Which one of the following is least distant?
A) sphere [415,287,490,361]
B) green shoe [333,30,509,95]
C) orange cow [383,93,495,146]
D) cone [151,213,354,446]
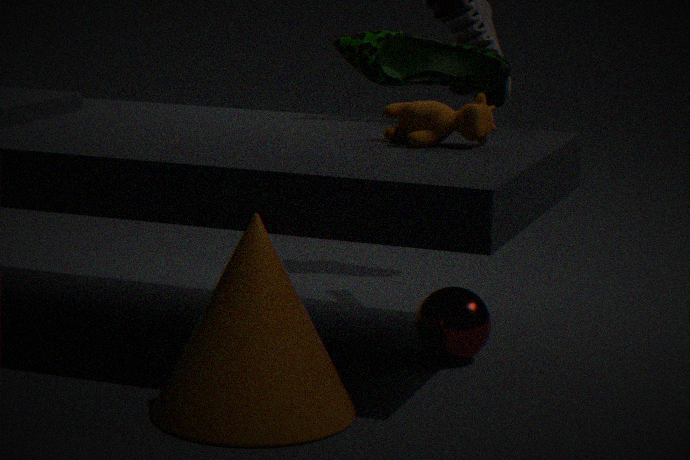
cone [151,213,354,446]
